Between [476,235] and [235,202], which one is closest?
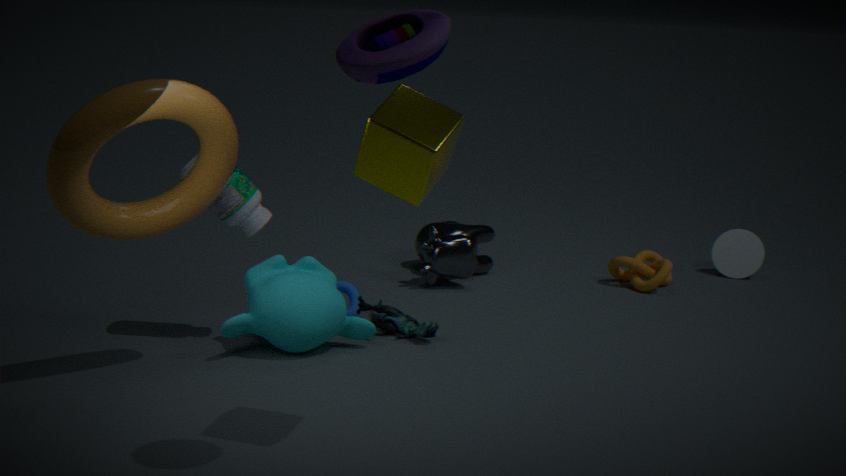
[235,202]
